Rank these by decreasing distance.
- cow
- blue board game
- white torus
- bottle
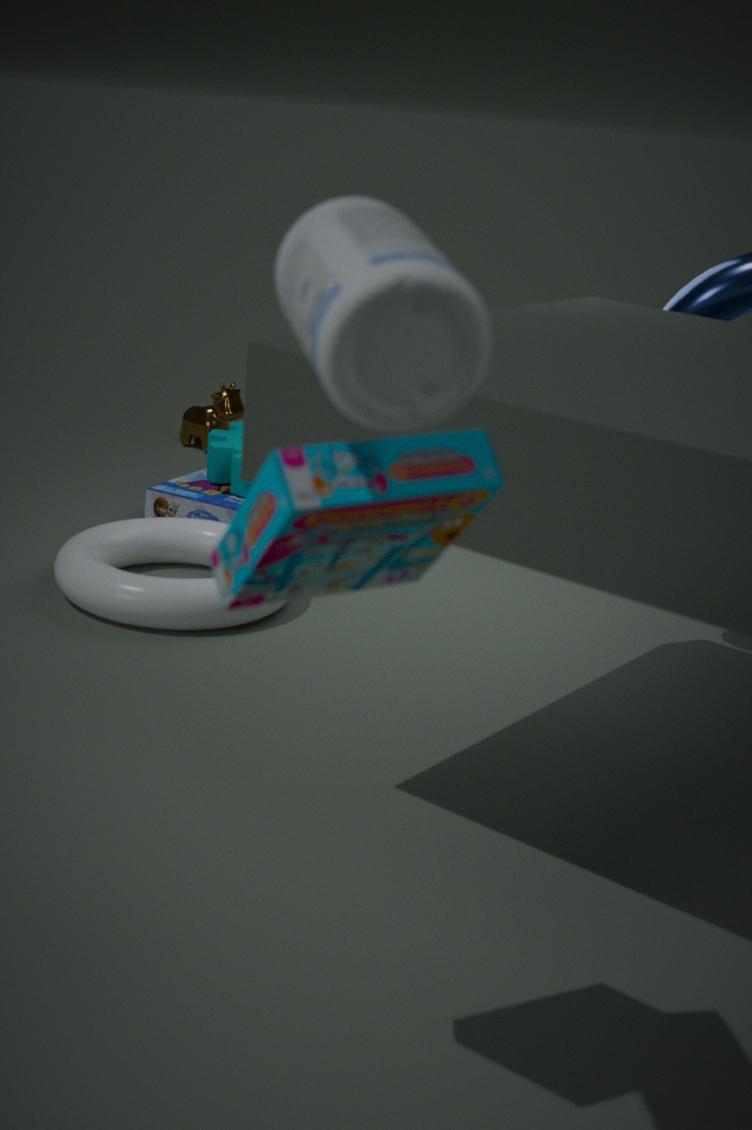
cow → blue board game → white torus → bottle
